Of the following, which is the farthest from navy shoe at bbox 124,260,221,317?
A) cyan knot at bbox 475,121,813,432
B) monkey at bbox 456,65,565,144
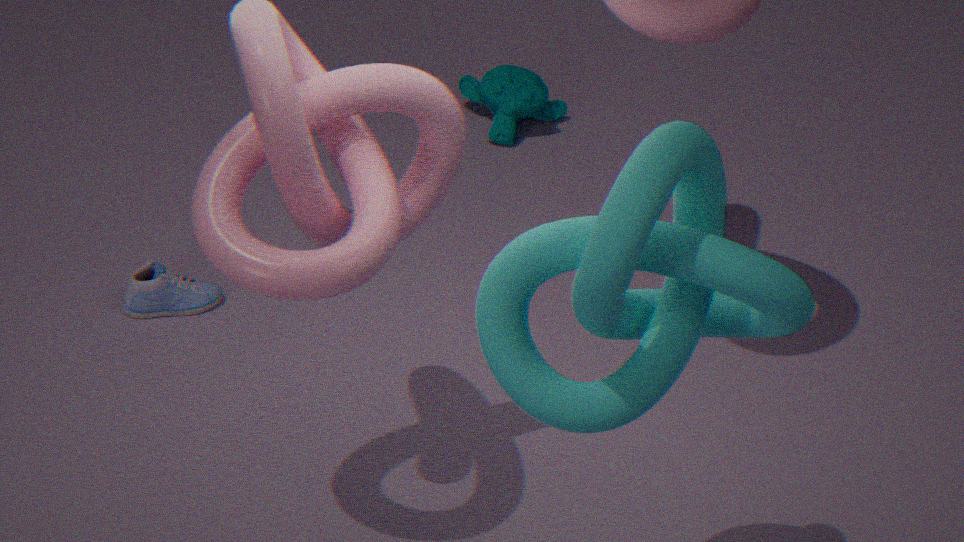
cyan knot at bbox 475,121,813,432
